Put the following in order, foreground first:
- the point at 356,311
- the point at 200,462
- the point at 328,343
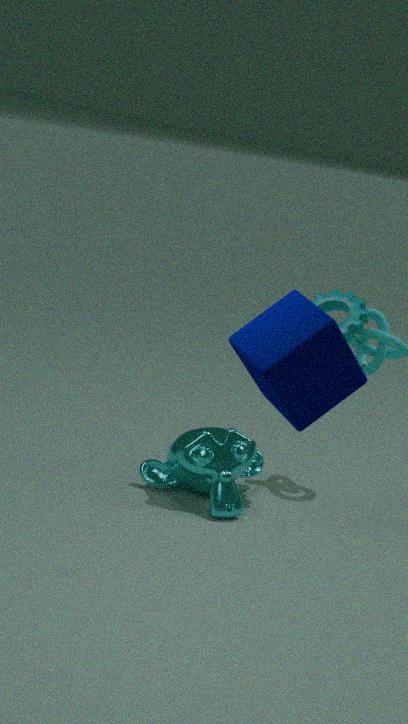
1. the point at 328,343
2. the point at 200,462
3. the point at 356,311
